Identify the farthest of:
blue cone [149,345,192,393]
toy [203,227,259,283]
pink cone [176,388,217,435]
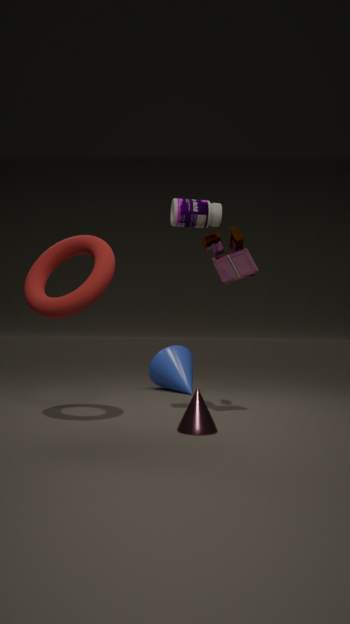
blue cone [149,345,192,393]
